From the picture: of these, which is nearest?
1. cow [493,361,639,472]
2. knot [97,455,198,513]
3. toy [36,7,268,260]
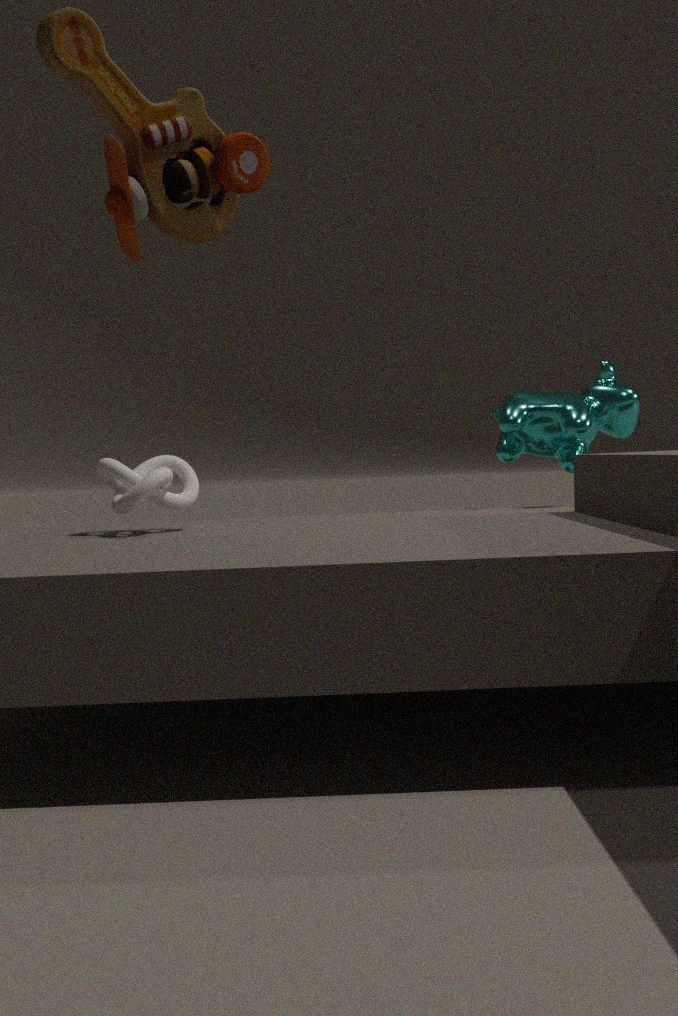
toy [36,7,268,260]
